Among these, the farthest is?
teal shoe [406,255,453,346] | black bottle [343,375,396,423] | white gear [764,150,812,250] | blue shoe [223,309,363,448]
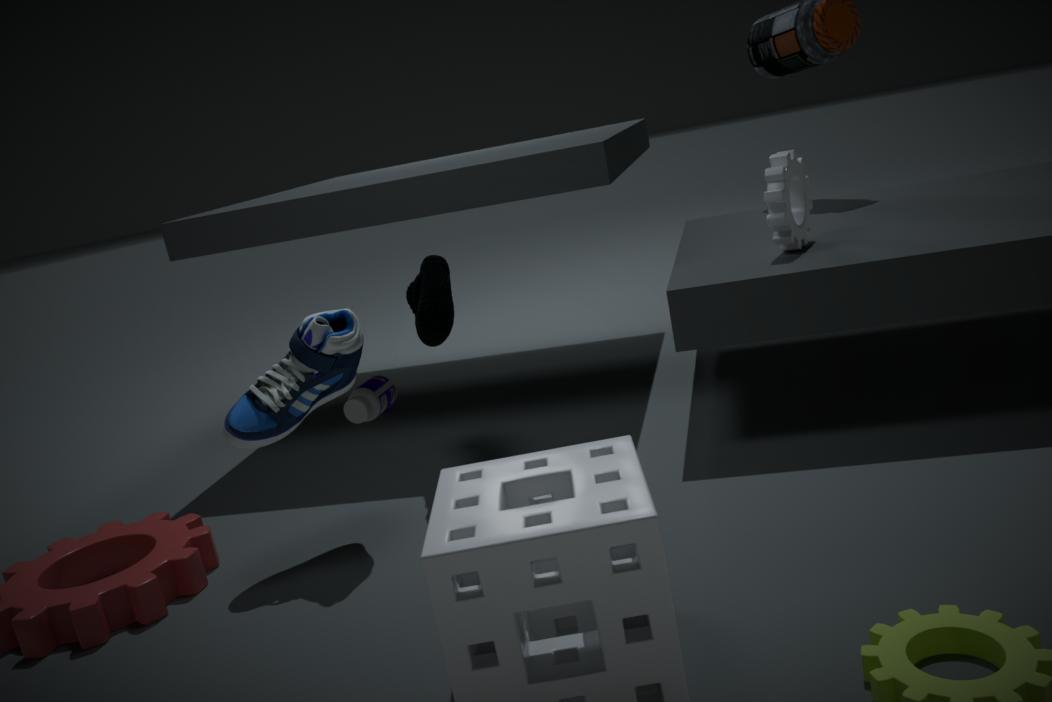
black bottle [343,375,396,423]
